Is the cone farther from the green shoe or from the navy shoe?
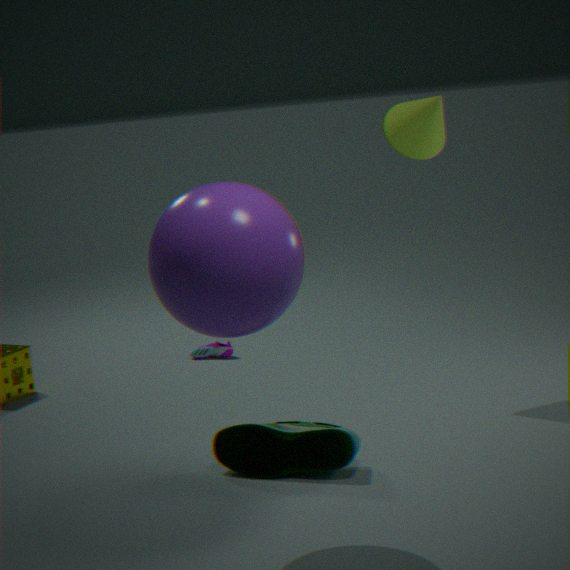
the navy shoe
